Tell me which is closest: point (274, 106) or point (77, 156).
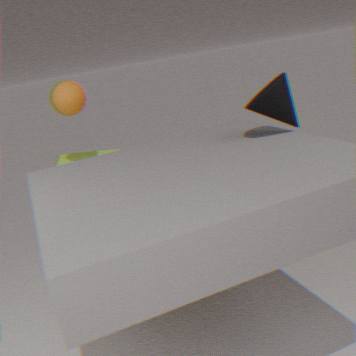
point (274, 106)
